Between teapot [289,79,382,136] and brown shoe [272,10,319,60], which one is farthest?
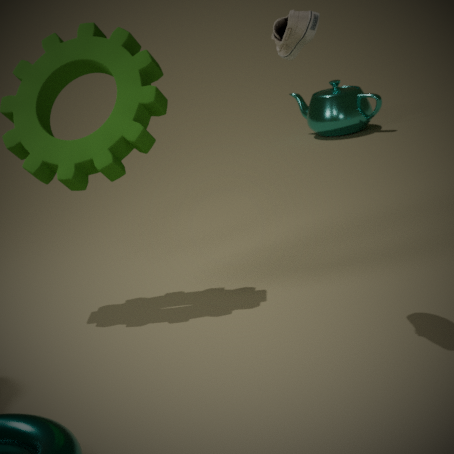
teapot [289,79,382,136]
